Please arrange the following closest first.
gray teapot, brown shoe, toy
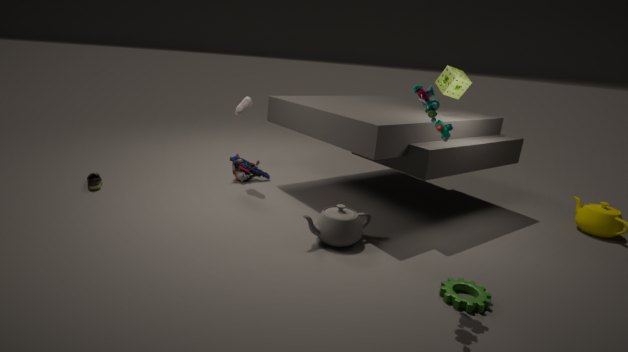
toy < gray teapot < brown shoe
